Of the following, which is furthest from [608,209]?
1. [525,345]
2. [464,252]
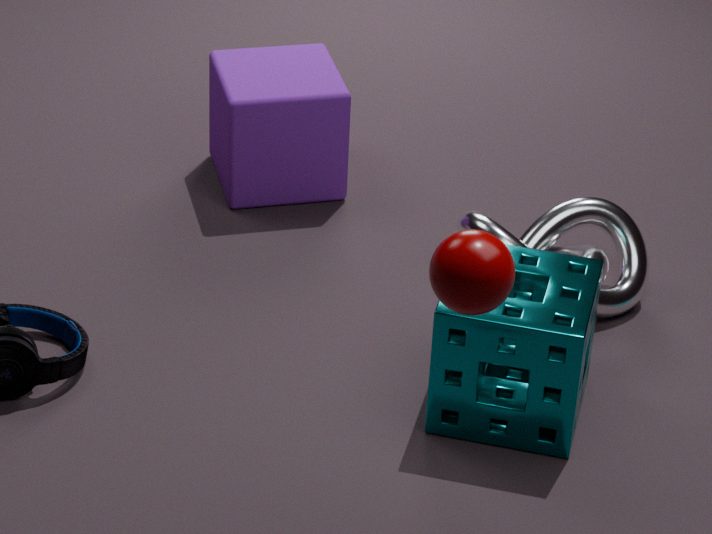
[464,252]
